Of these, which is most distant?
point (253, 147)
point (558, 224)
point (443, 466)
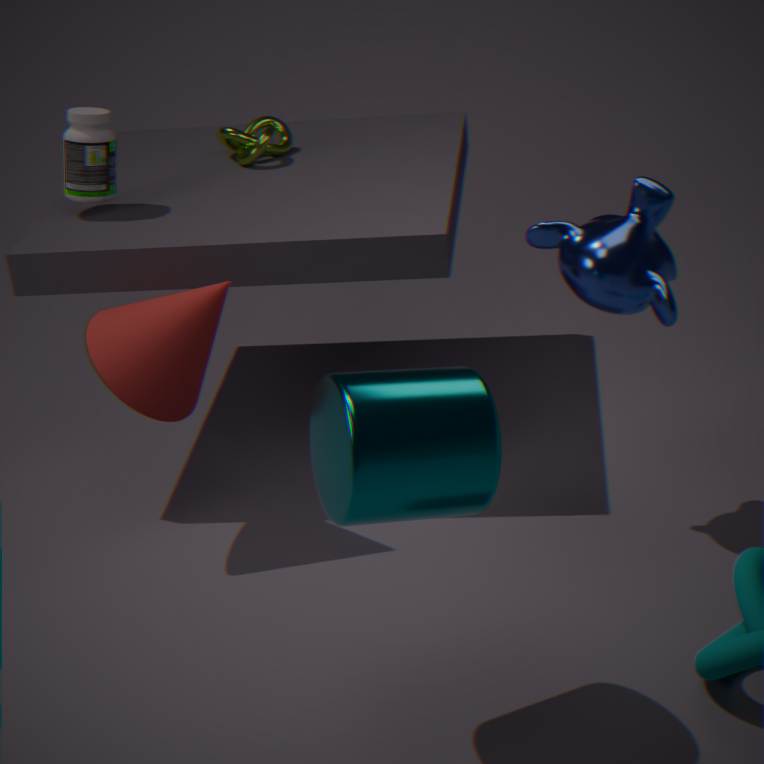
point (253, 147)
